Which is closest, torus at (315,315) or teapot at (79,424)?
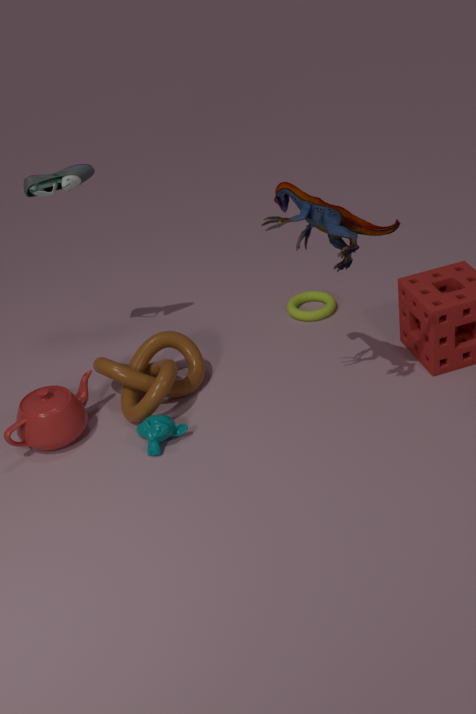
teapot at (79,424)
